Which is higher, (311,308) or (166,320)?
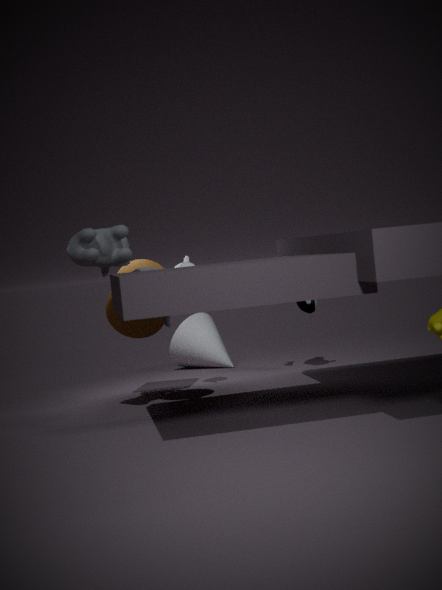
(166,320)
